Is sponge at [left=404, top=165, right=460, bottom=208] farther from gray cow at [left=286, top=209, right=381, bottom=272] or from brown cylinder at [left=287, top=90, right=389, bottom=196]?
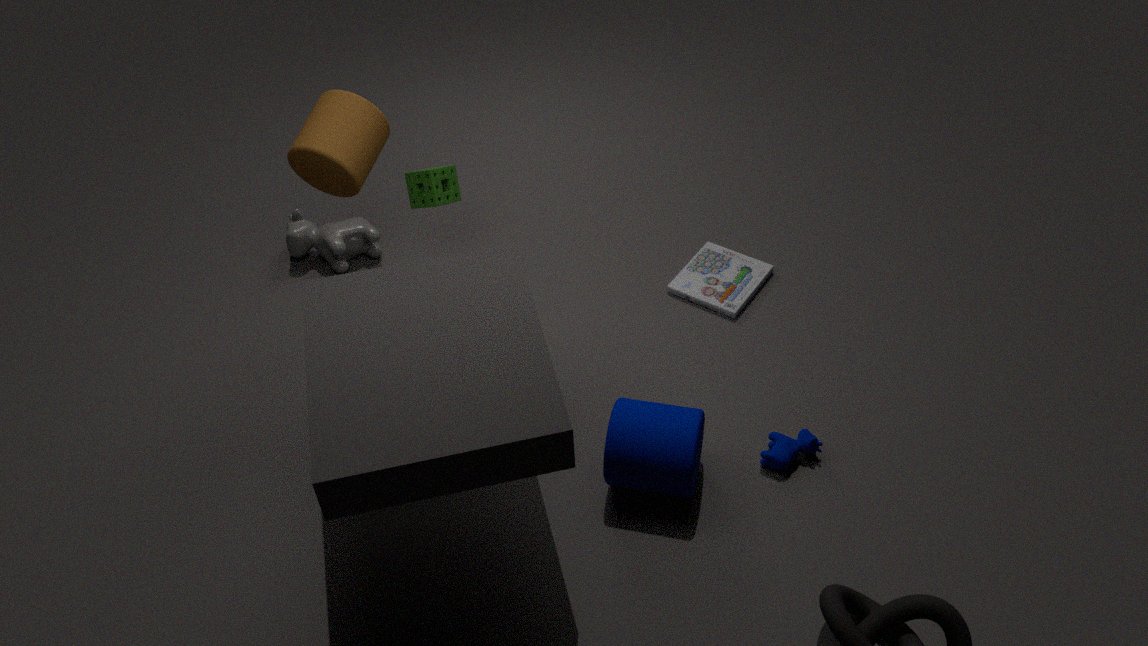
gray cow at [left=286, top=209, right=381, bottom=272]
